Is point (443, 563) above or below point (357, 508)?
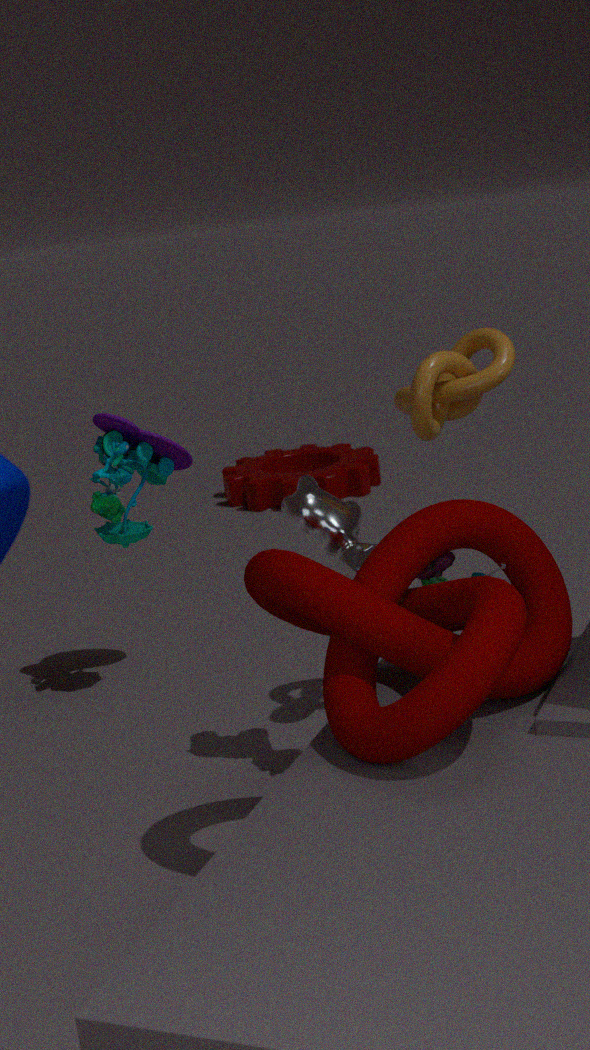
below
